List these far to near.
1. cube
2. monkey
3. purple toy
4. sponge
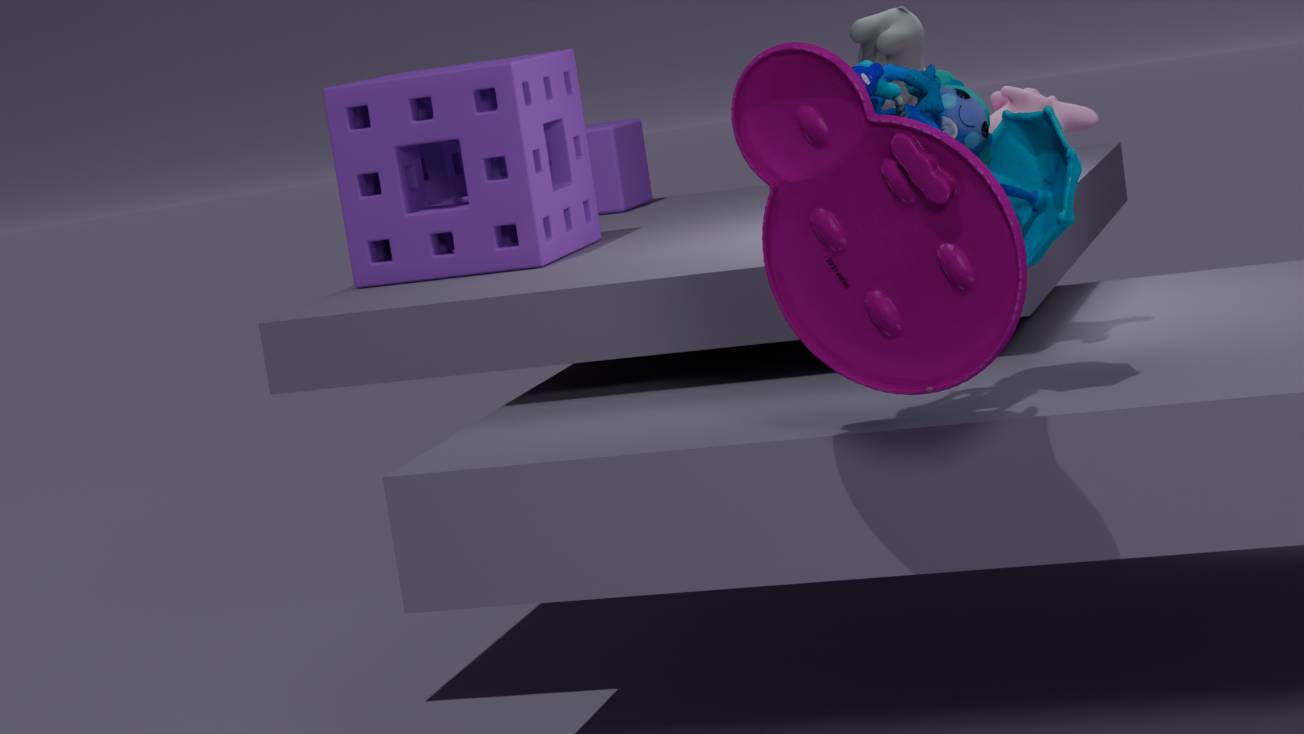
1. cube
2. sponge
3. monkey
4. purple toy
